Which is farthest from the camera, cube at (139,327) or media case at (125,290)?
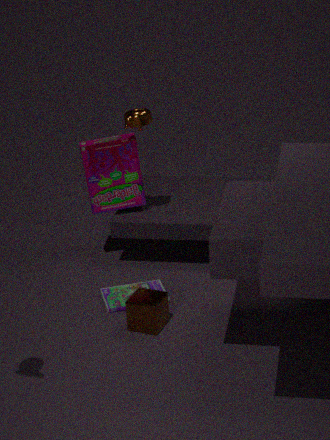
media case at (125,290)
